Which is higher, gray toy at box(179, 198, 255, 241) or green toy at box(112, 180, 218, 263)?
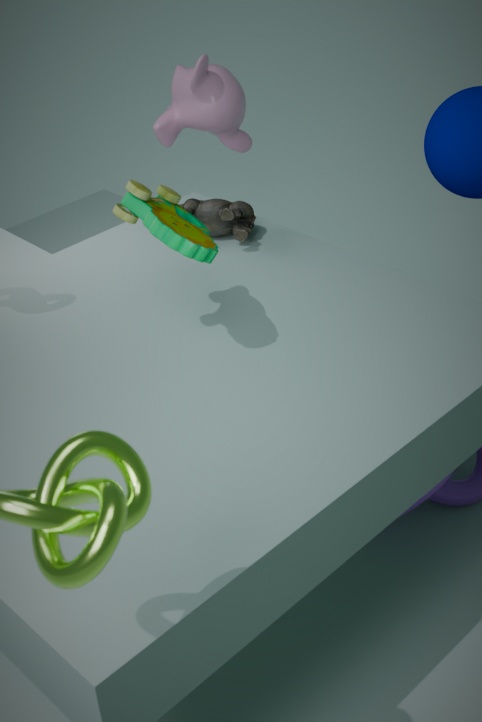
green toy at box(112, 180, 218, 263)
